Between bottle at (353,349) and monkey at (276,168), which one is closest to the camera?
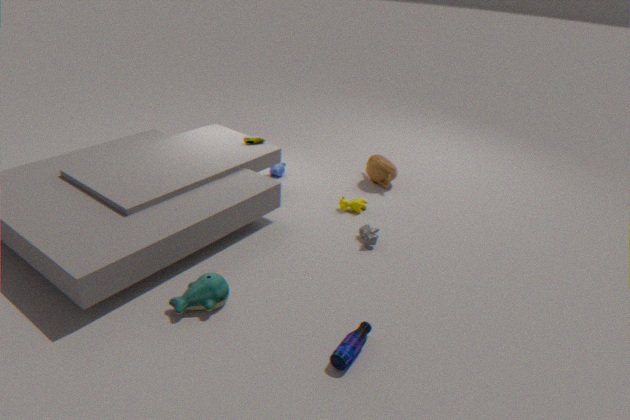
bottle at (353,349)
